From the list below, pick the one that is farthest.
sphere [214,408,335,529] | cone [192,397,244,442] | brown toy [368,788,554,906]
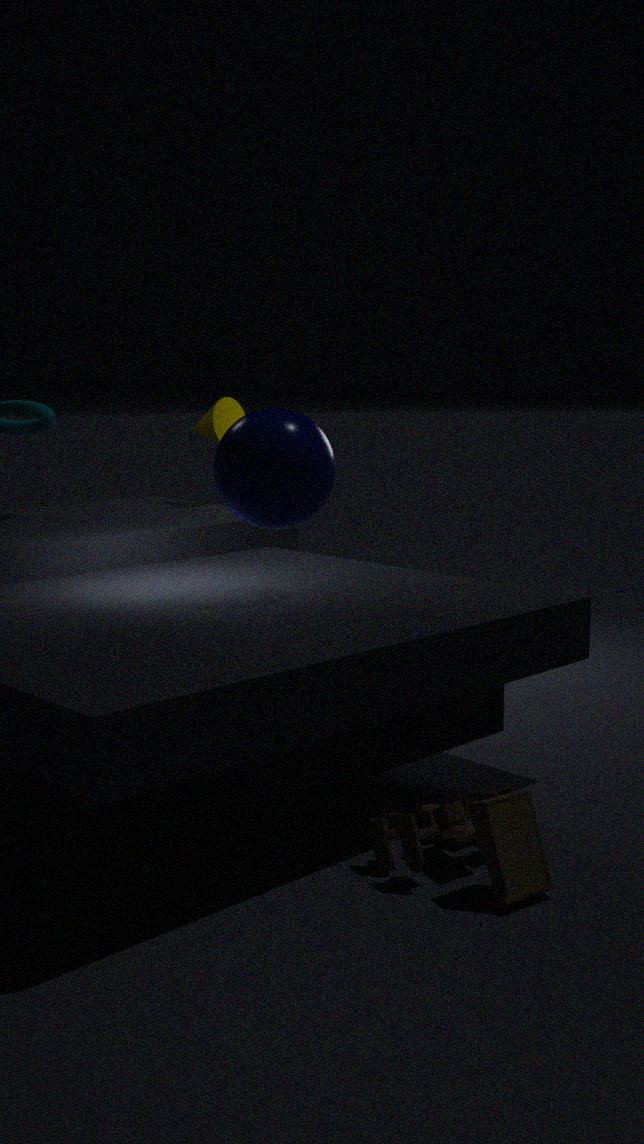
cone [192,397,244,442]
